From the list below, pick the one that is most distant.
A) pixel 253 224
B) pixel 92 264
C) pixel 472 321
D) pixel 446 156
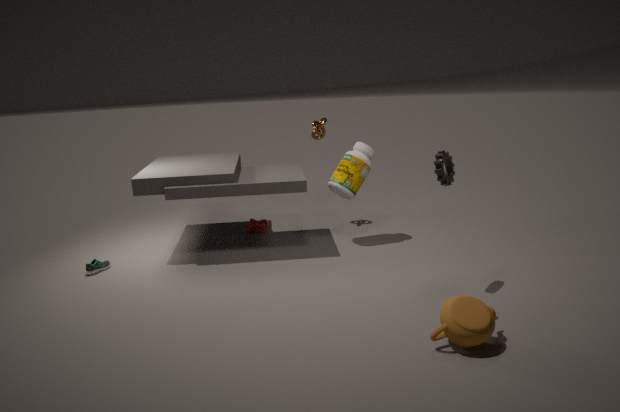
pixel 253 224
